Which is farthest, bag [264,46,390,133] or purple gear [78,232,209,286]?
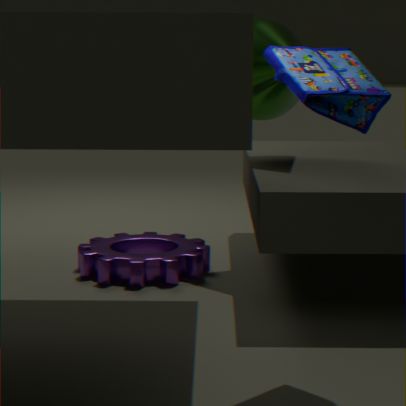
purple gear [78,232,209,286]
